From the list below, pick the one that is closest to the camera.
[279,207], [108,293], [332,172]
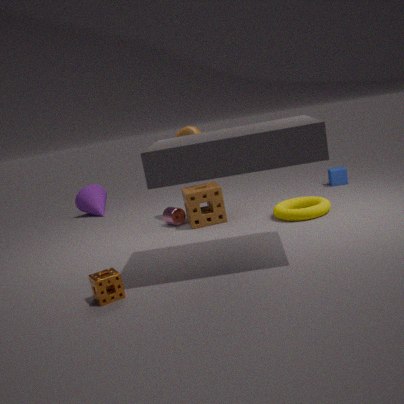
[108,293]
